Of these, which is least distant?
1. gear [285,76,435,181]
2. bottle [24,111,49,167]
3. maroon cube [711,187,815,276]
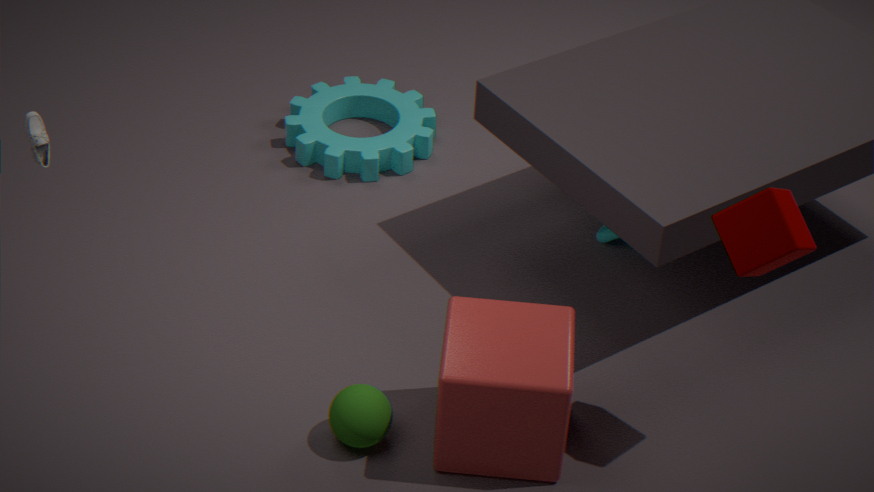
maroon cube [711,187,815,276]
